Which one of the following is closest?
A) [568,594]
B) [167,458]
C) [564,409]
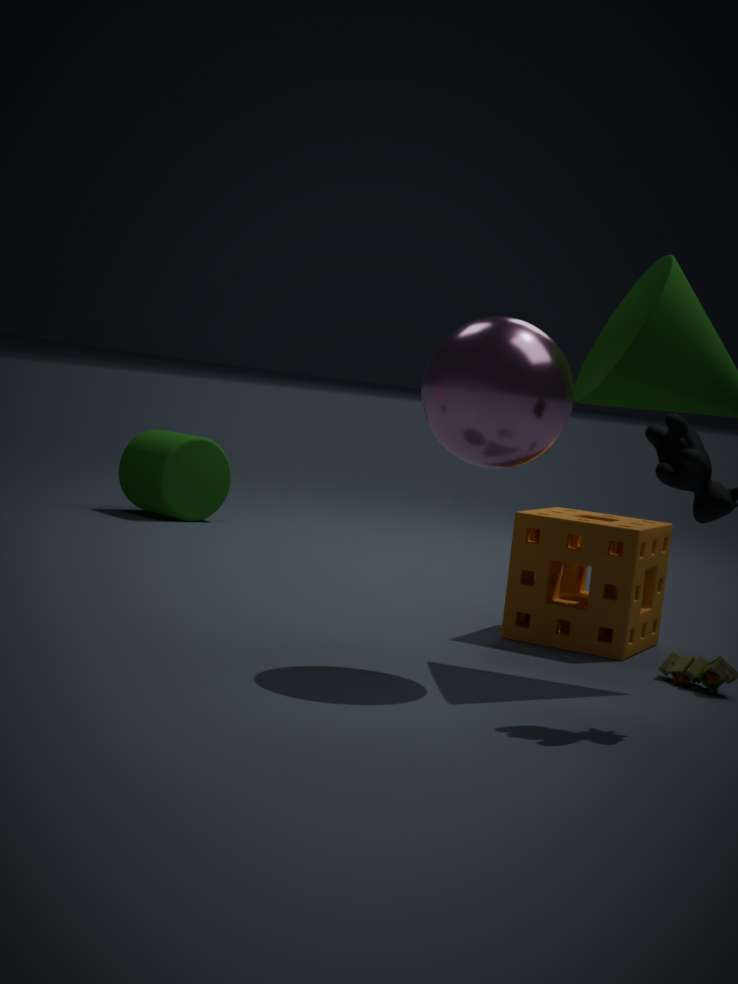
[564,409]
